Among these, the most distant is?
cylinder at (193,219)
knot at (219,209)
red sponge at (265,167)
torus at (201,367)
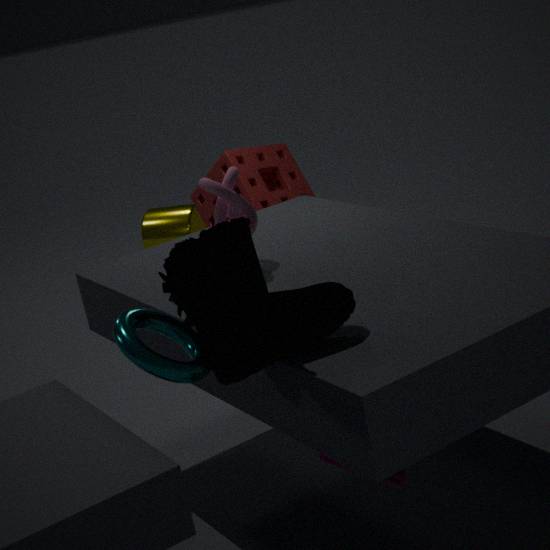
cylinder at (193,219)
